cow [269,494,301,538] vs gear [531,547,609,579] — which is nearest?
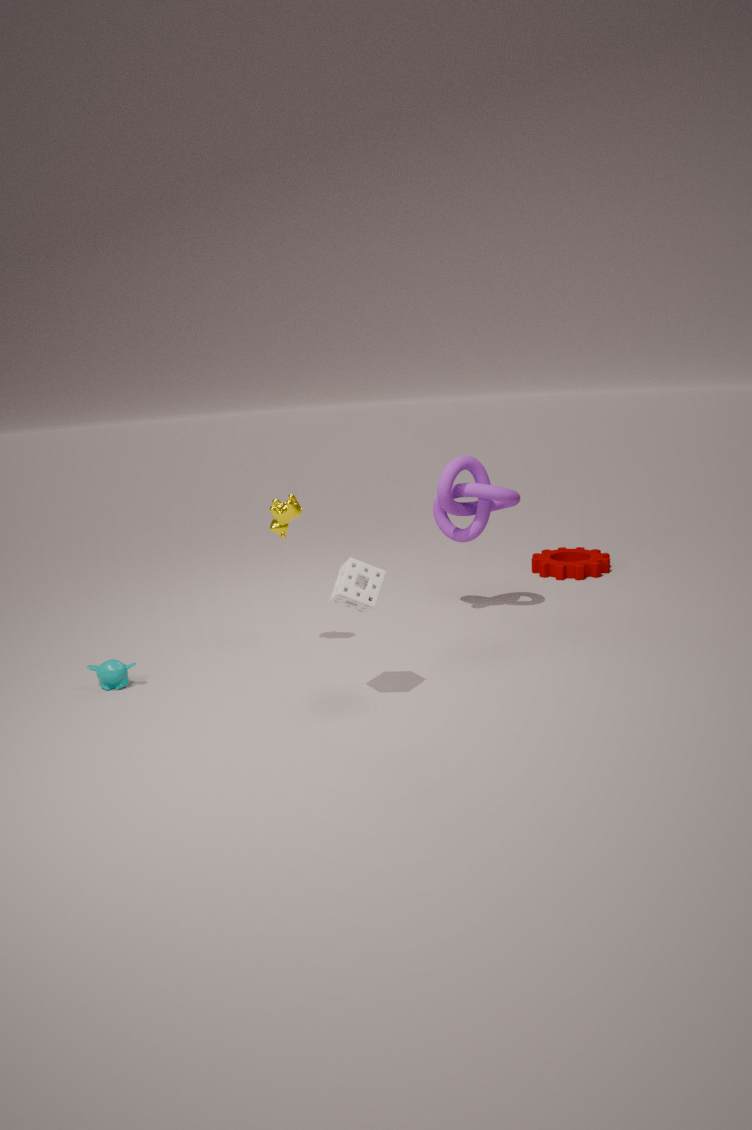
cow [269,494,301,538]
